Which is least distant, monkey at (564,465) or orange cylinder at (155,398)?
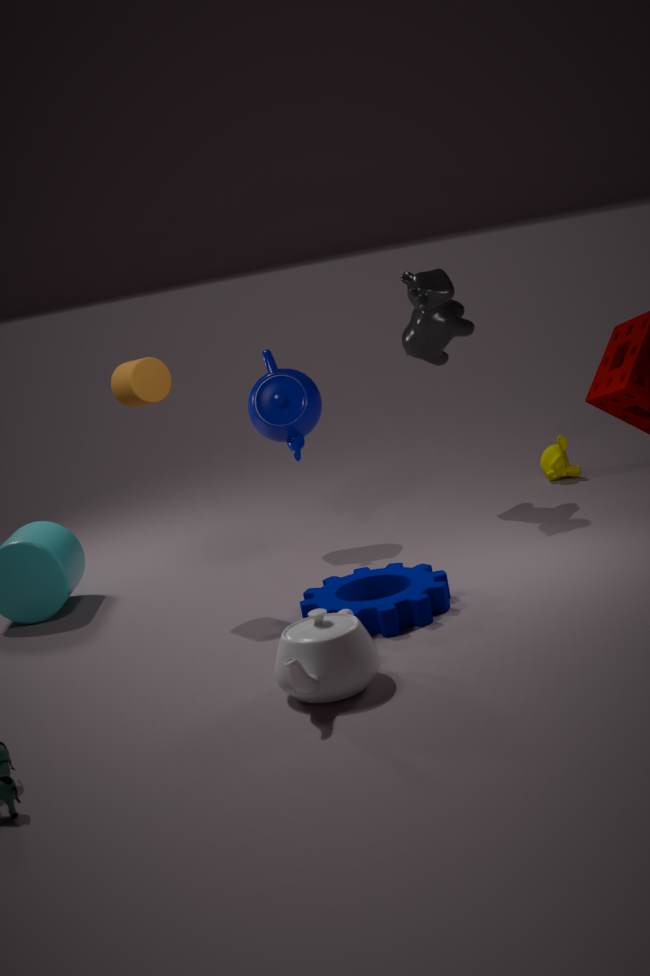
orange cylinder at (155,398)
